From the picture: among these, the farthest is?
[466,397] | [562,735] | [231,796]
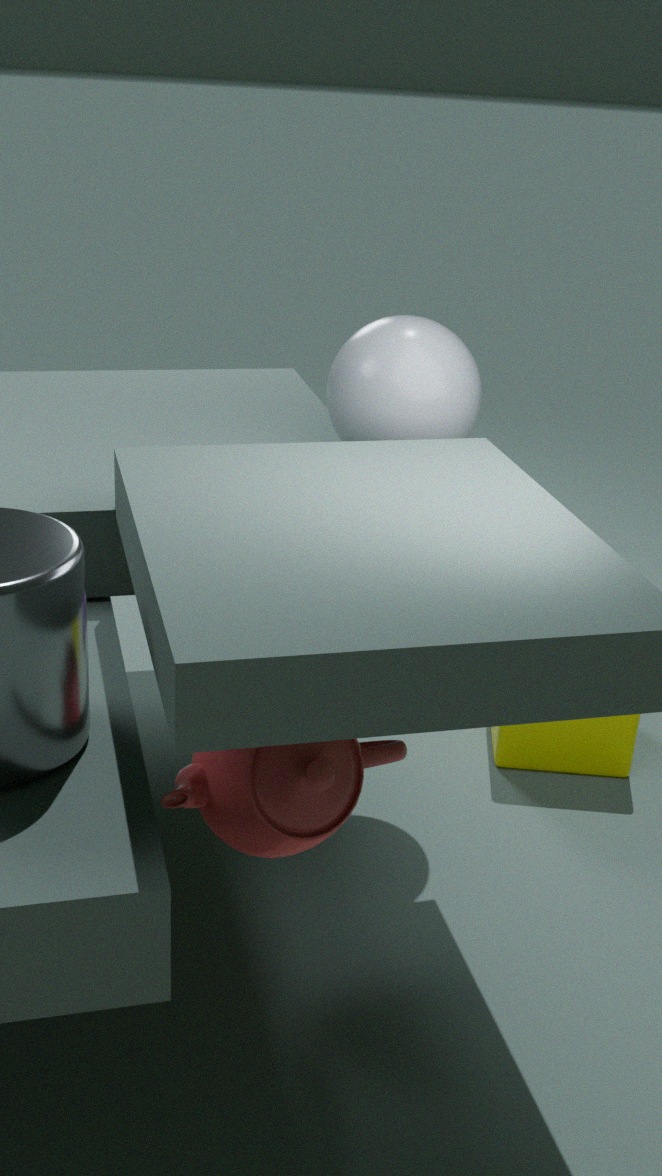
[562,735]
